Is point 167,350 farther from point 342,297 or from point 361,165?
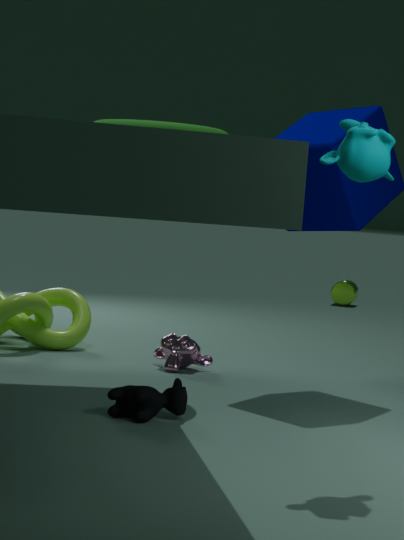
point 342,297
